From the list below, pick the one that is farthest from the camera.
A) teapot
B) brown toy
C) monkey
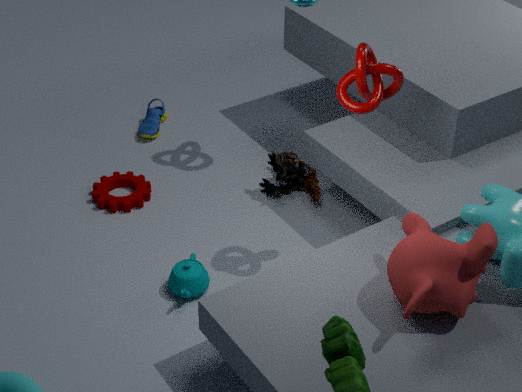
brown toy
